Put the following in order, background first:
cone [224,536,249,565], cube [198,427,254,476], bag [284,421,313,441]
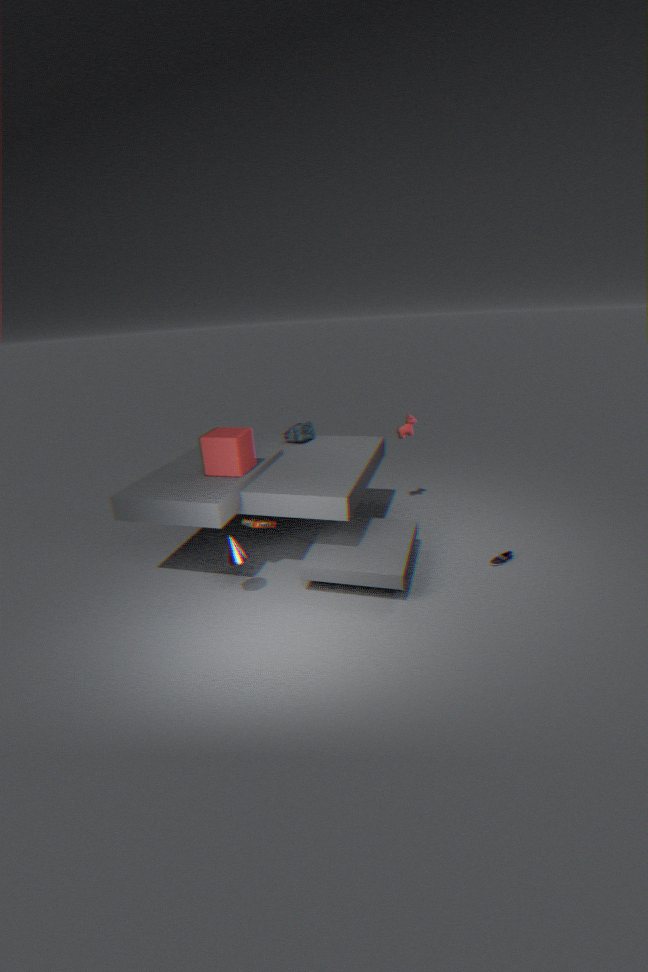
bag [284,421,313,441] < cube [198,427,254,476] < cone [224,536,249,565]
